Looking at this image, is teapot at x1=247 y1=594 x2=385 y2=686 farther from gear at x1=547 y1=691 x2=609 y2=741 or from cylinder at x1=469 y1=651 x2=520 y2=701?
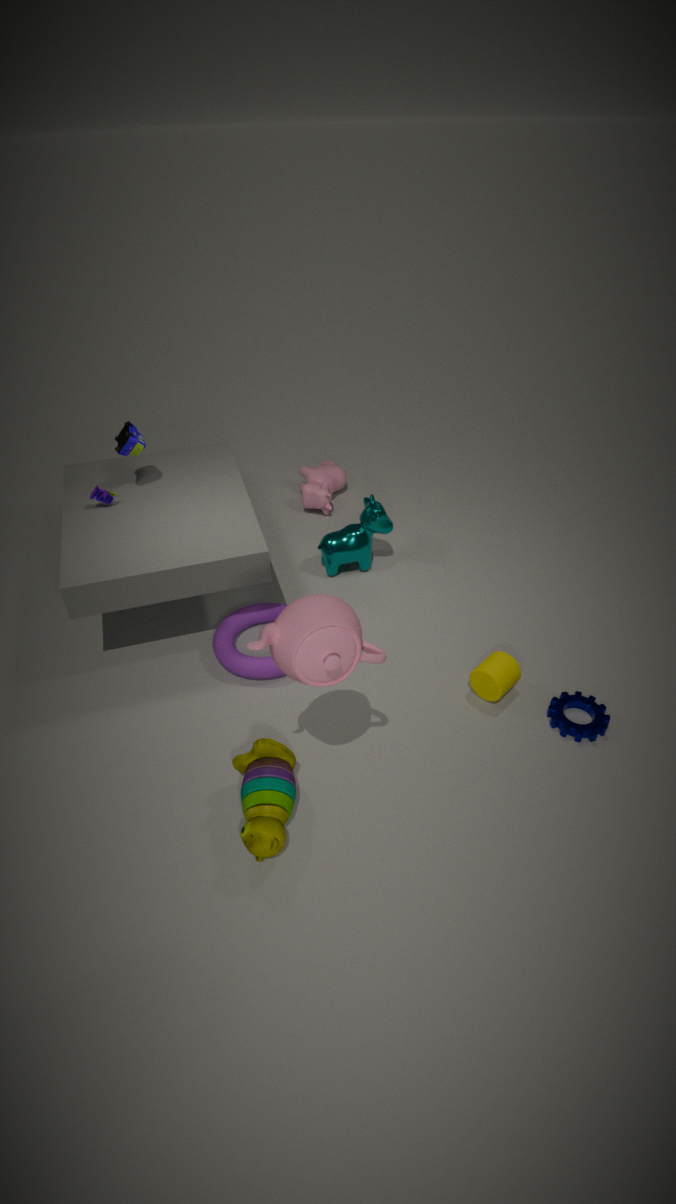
gear at x1=547 y1=691 x2=609 y2=741
